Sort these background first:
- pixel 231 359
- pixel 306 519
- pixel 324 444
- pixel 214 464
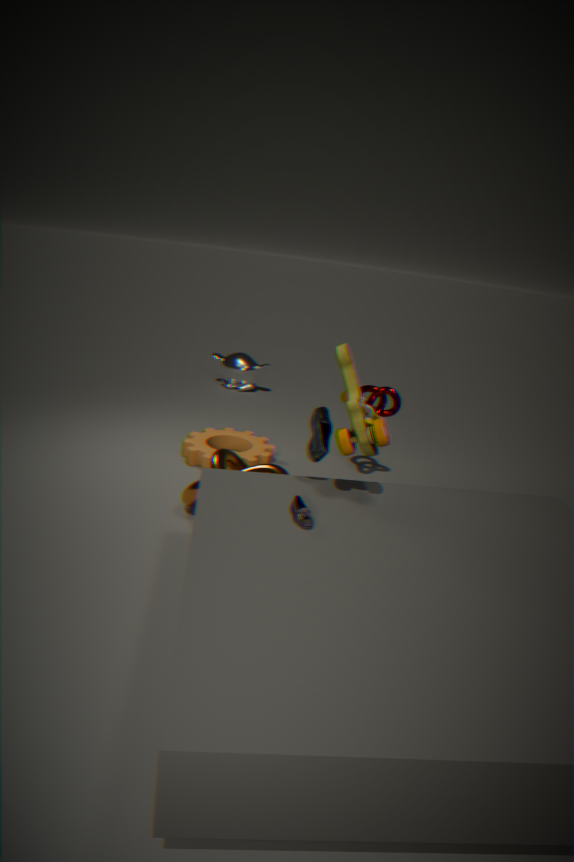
pixel 231 359, pixel 214 464, pixel 324 444, pixel 306 519
